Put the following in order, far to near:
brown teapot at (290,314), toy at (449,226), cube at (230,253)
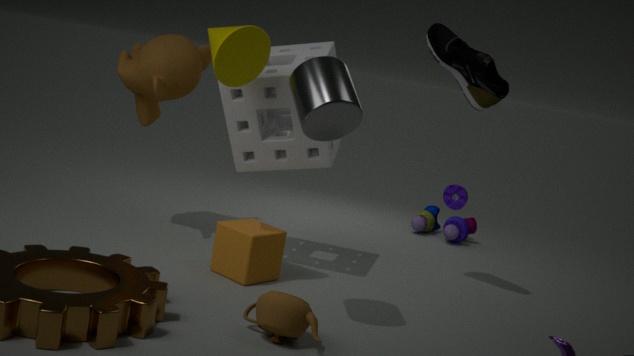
toy at (449,226) < cube at (230,253) < brown teapot at (290,314)
